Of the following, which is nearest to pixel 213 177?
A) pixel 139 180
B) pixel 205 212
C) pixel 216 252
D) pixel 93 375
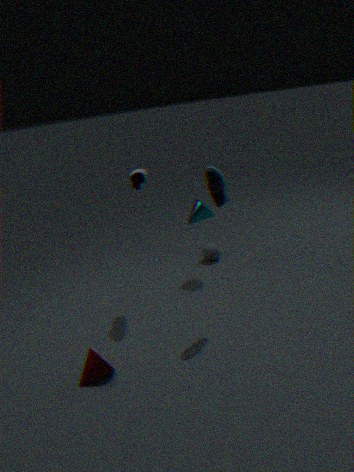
pixel 139 180
